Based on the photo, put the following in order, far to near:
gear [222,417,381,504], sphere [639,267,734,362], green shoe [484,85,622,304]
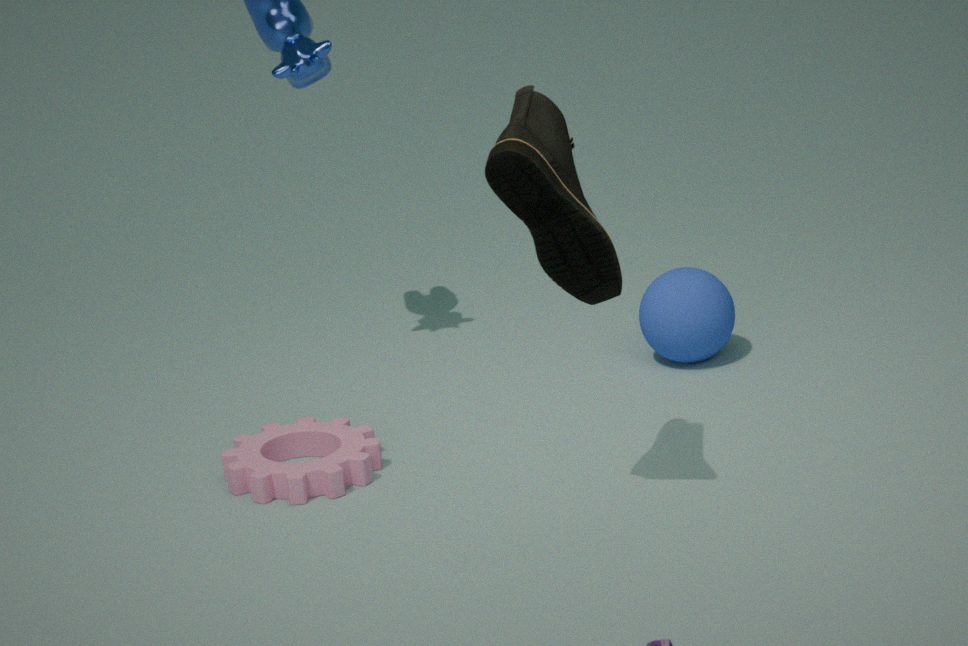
sphere [639,267,734,362]
gear [222,417,381,504]
green shoe [484,85,622,304]
